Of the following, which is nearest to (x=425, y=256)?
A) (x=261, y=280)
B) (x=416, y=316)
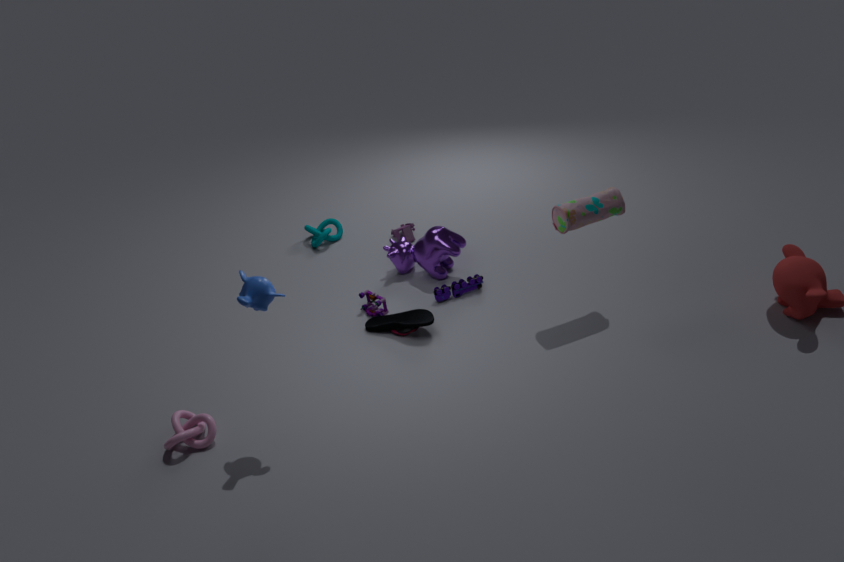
(x=416, y=316)
